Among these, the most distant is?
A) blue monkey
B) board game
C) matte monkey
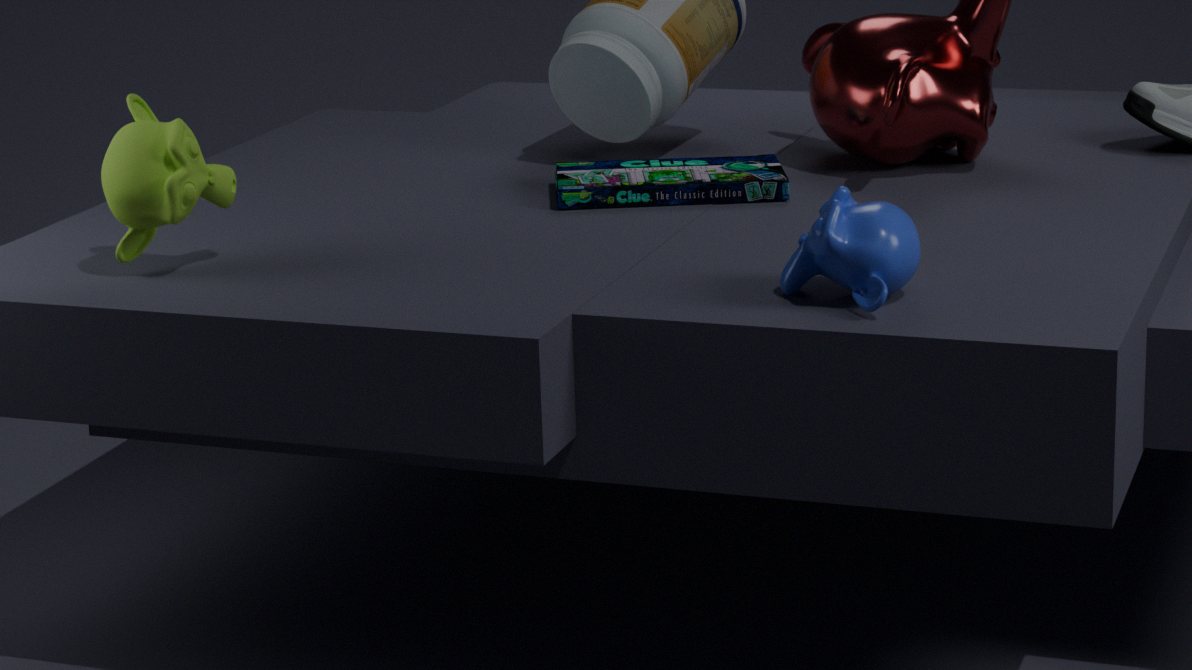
board game
